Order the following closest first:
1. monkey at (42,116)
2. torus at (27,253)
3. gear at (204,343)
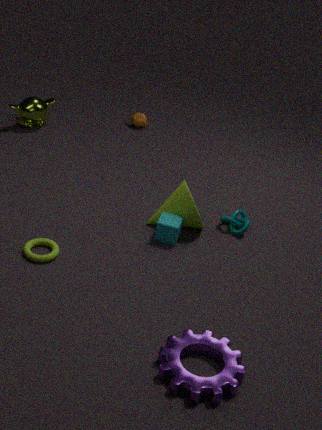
gear at (204,343) < torus at (27,253) < monkey at (42,116)
